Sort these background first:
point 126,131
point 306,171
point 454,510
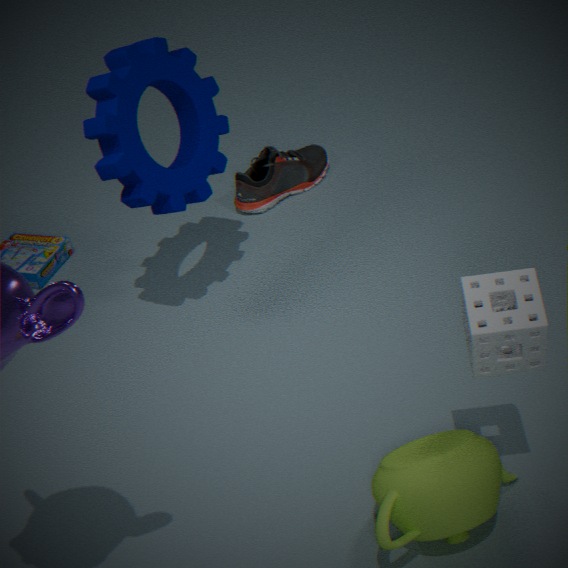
1. point 306,171
2. point 126,131
3. point 454,510
